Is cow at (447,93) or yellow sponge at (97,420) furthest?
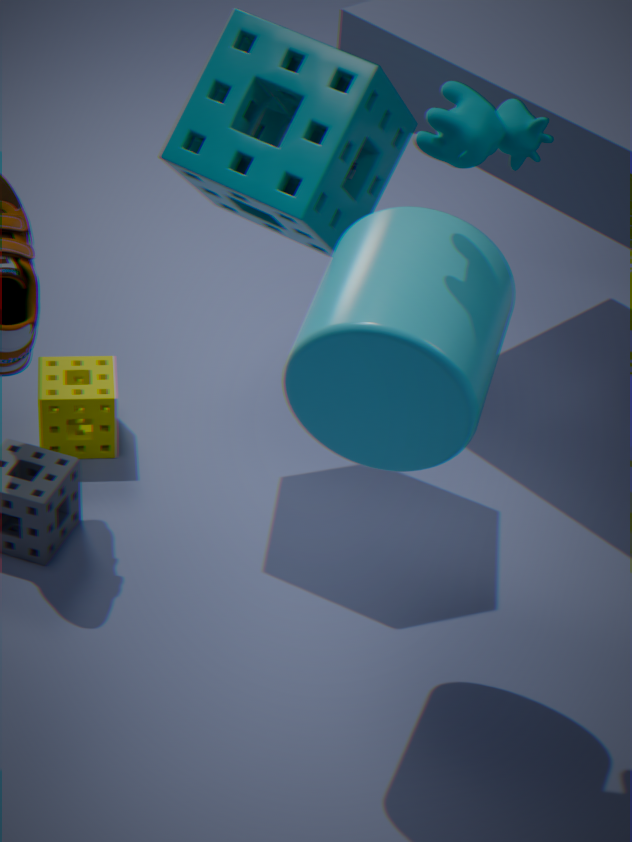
yellow sponge at (97,420)
